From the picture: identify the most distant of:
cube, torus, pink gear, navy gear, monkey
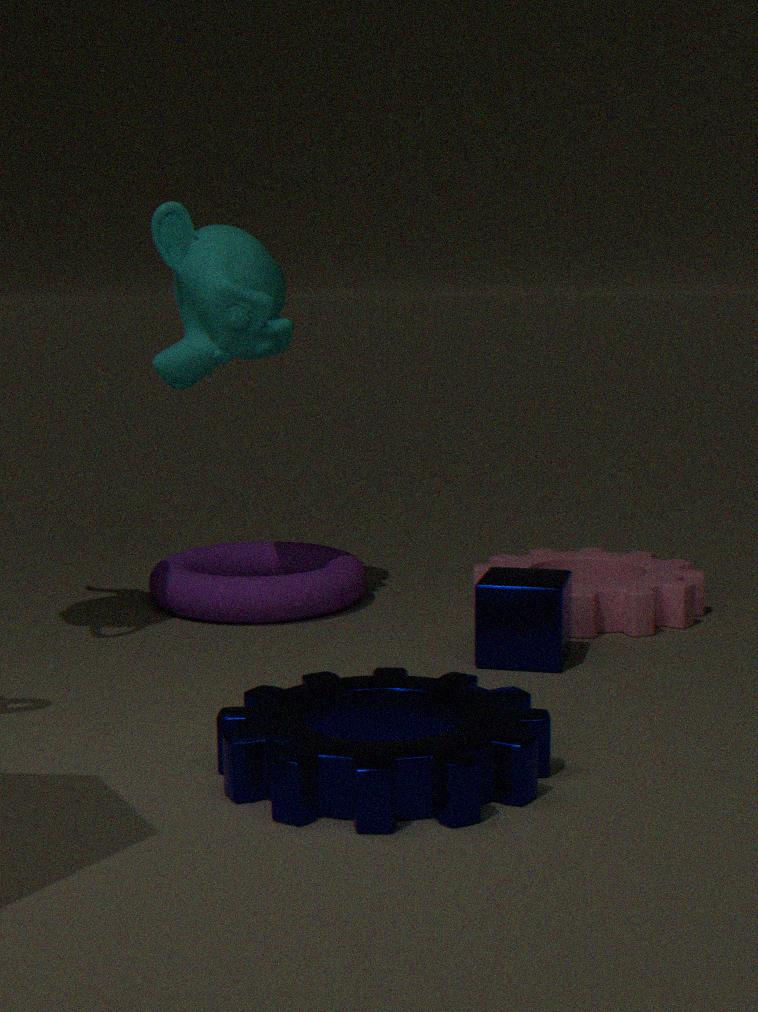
torus
